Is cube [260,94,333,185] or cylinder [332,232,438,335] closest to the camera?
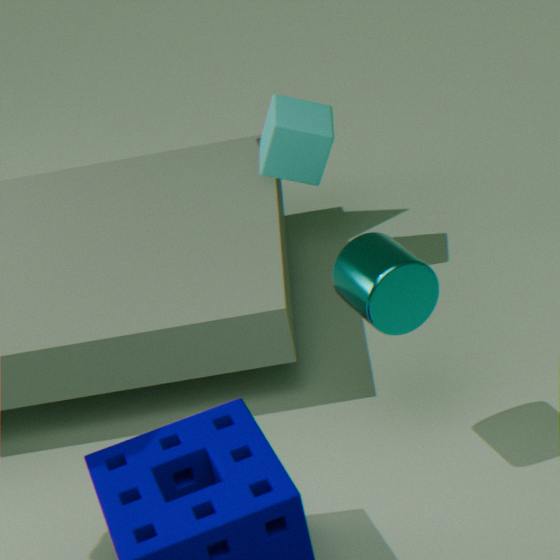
cylinder [332,232,438,335]
